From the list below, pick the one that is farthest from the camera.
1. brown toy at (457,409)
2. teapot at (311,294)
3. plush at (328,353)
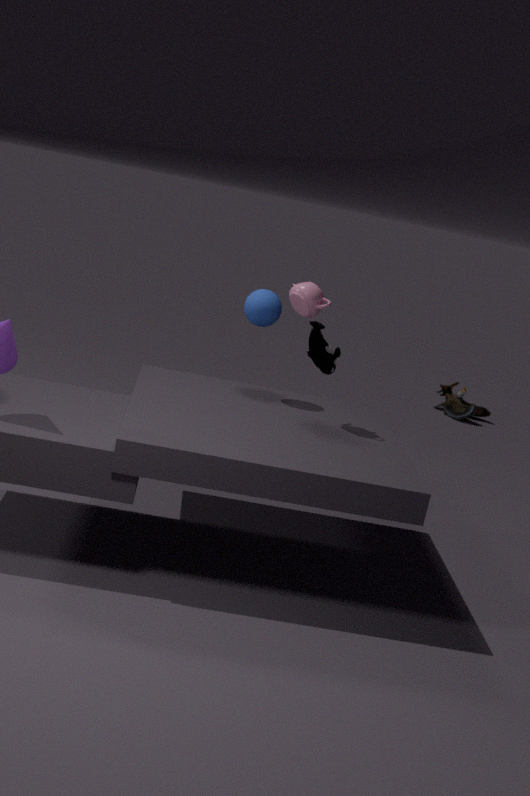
brown toy at (457,409)
